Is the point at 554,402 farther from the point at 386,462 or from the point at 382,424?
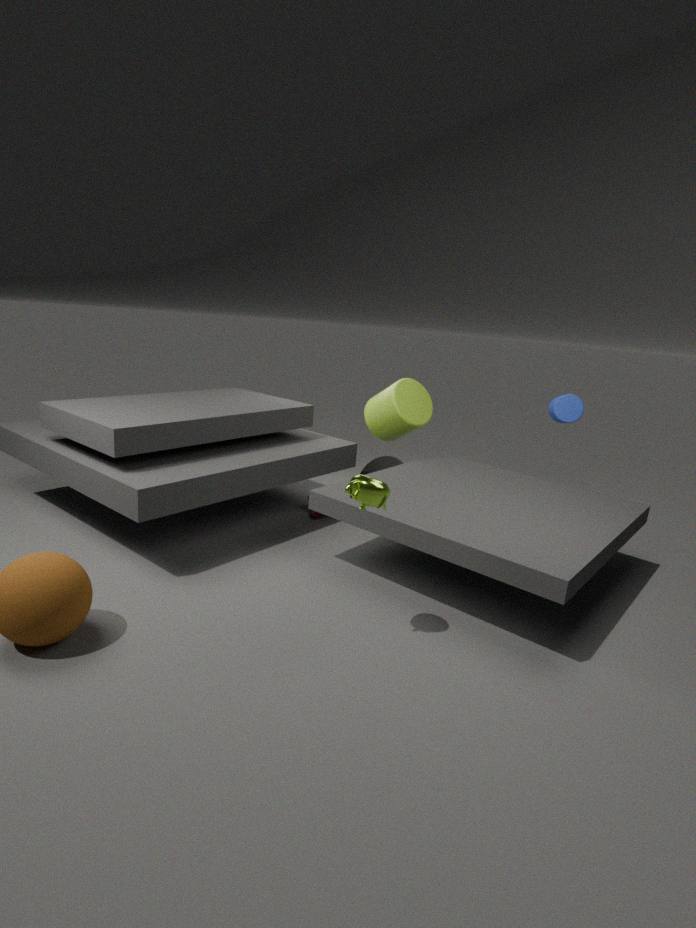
the point at 386,462
